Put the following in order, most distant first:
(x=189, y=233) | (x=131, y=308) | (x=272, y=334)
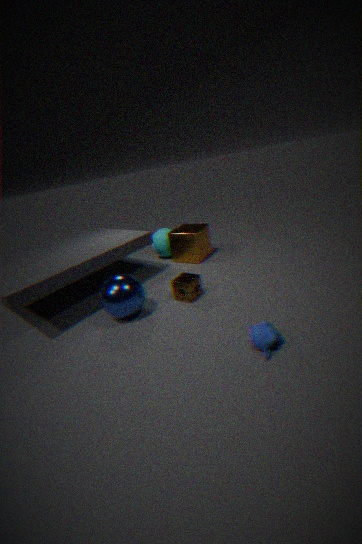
(x=189, y=233)
(x=131, y=308)
(x=272, y=334)
